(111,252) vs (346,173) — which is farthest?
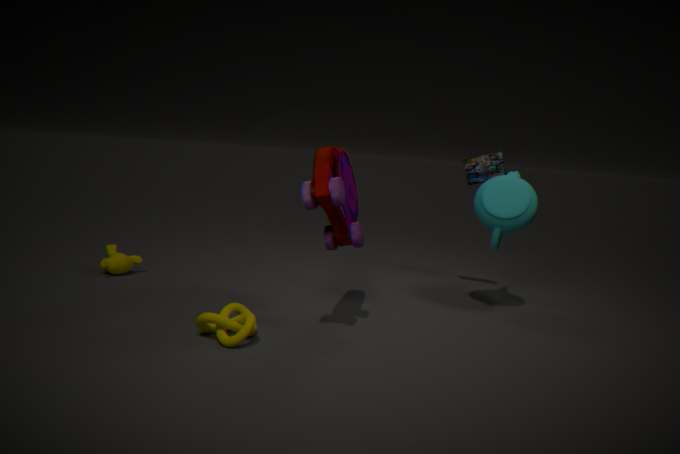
(111,252)
